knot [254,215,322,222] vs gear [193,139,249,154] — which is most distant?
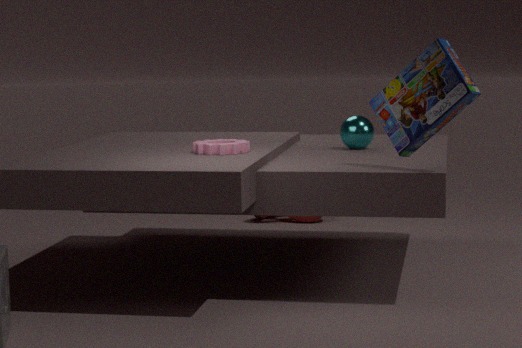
knot [254,215,322,222]
